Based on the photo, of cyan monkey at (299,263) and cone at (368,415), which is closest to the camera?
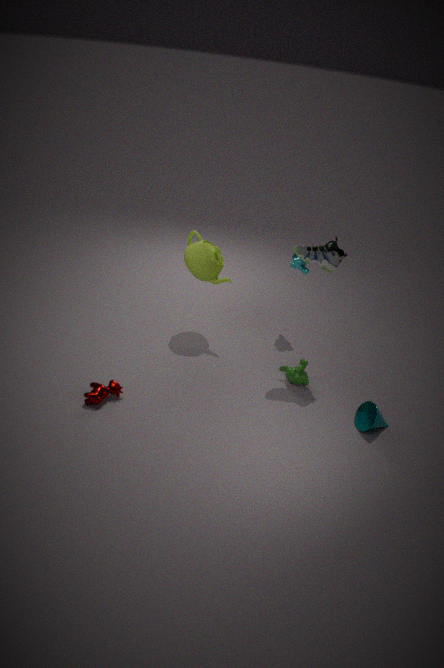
cone at (368,415)
